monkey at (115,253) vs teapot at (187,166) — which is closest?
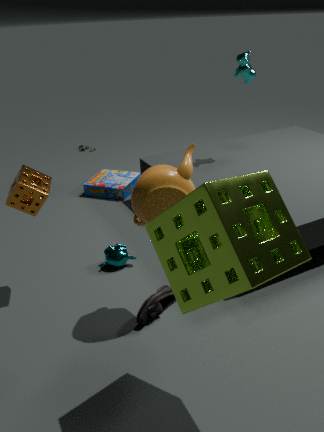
teapot at (187,166)
